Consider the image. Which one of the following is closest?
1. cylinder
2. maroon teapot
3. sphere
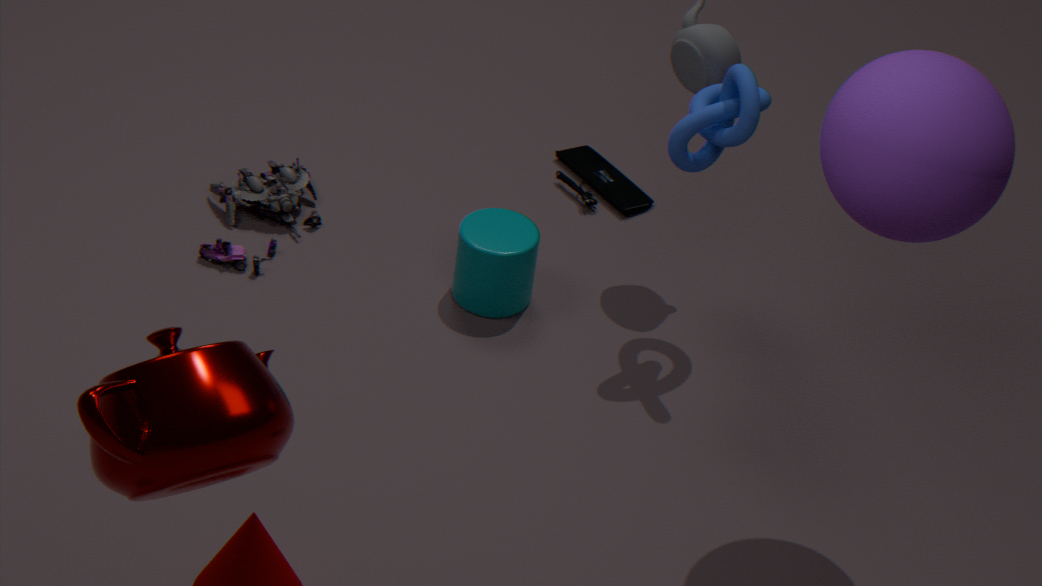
maroon teapot
